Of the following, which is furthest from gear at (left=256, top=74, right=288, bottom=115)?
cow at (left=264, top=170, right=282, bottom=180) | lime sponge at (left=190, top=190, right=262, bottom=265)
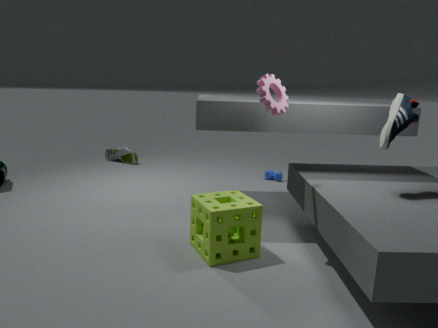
cow at (left=264, top=170, right=282, bottom=180)
